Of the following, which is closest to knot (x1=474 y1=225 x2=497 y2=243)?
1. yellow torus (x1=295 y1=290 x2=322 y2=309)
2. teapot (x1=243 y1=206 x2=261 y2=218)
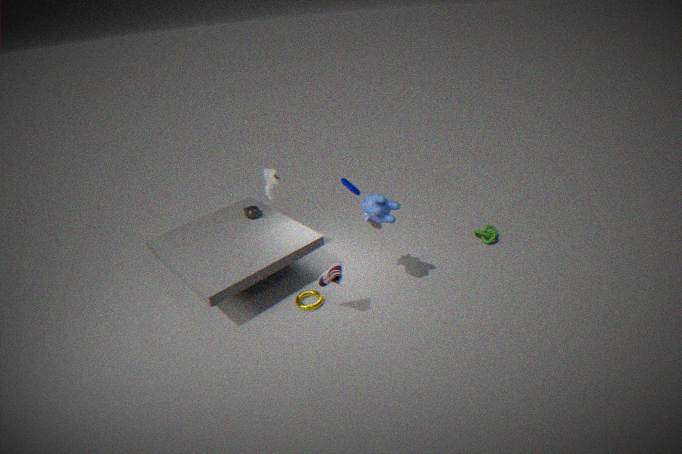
yellow torus (x1=295 y1=290 x2=322 y2=309)
